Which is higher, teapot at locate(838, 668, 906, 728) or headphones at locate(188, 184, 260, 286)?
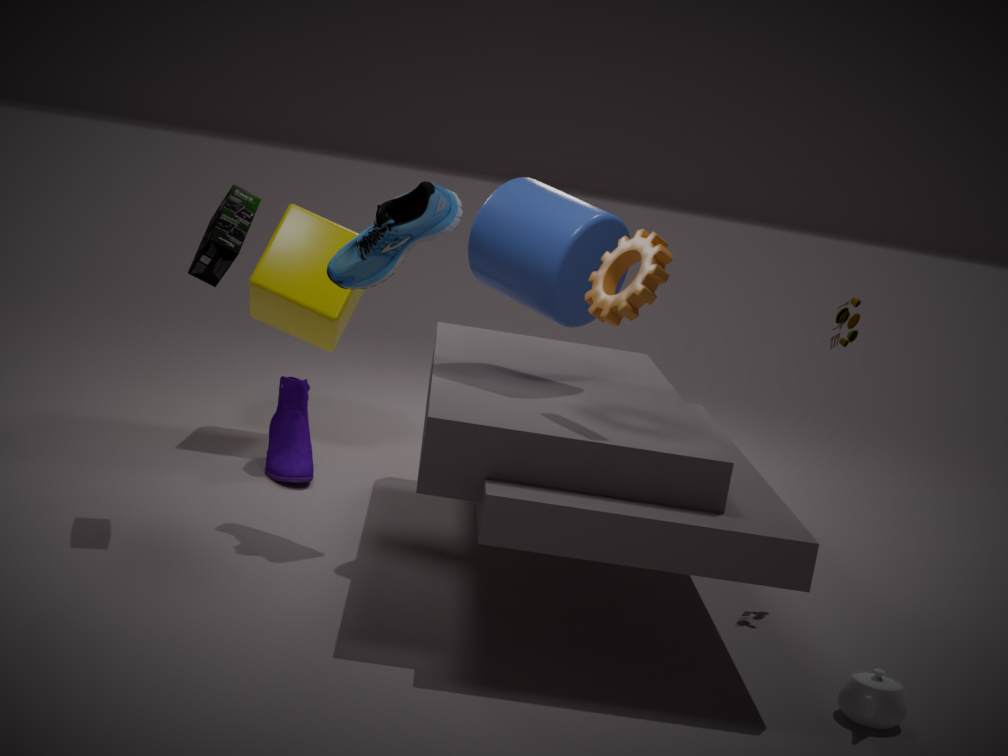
headphones at locate(188, 184, 260, 286)
